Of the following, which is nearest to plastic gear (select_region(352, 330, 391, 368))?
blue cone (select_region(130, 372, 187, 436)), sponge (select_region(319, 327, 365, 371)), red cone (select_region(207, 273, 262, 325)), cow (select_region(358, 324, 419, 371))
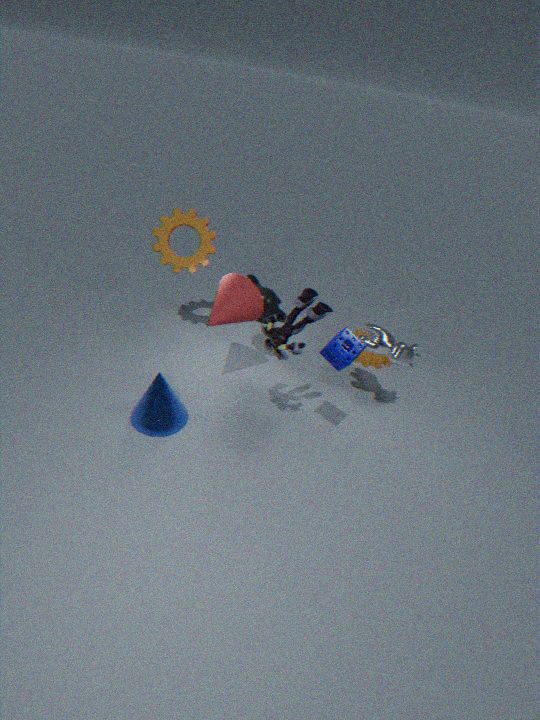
cow (select_region(358, 324, 419, 371))
